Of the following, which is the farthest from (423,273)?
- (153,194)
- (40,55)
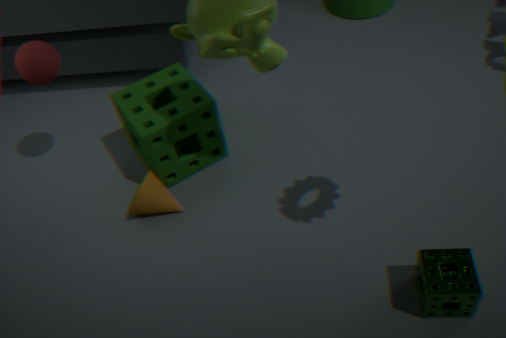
(40,55)
